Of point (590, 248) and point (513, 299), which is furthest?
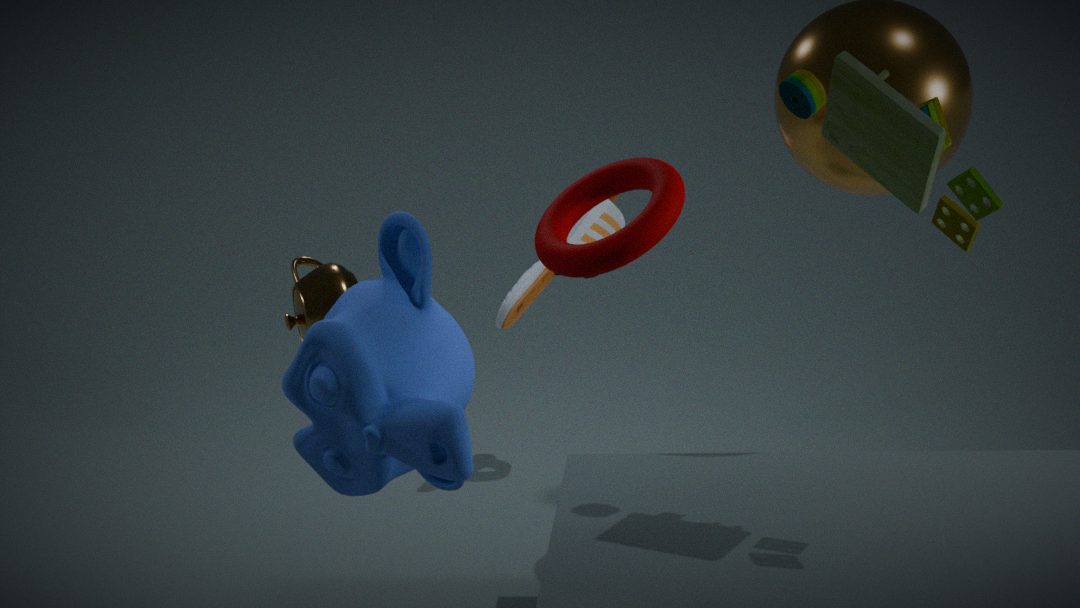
point (513, 299)
